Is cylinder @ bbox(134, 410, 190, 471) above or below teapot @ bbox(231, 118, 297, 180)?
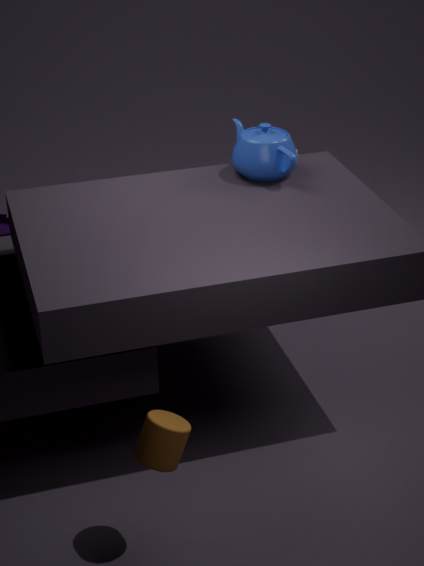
below
